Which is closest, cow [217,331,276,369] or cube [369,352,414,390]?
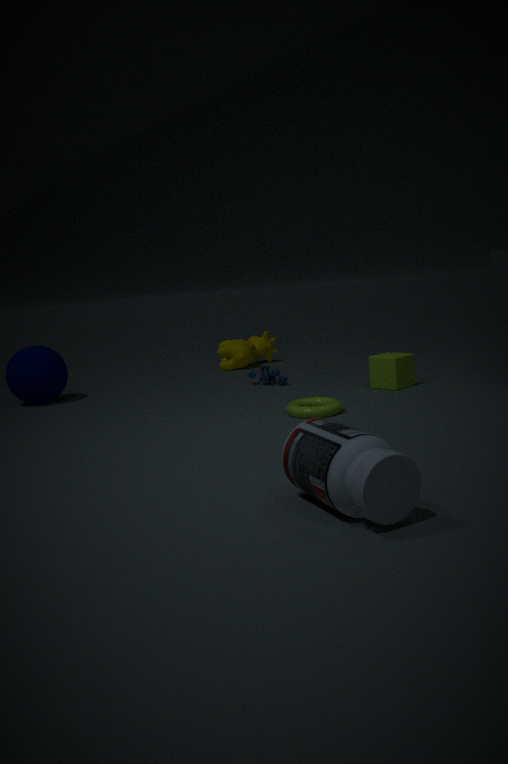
cube [369,352,414,390]
